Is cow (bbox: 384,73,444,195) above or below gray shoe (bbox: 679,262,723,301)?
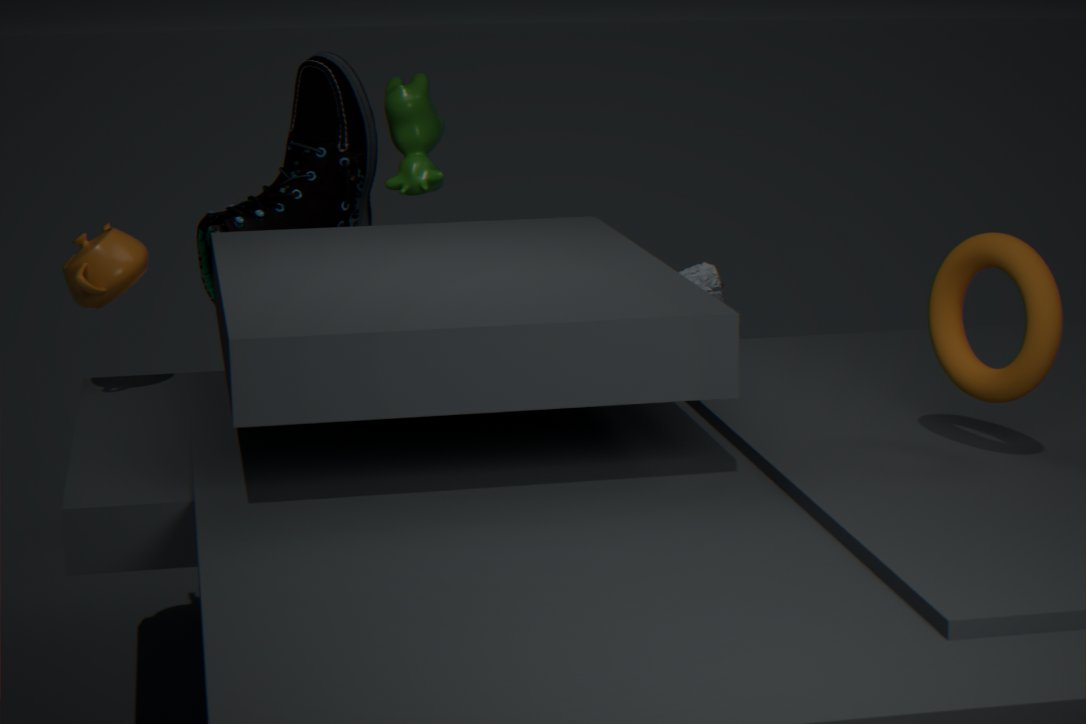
above
